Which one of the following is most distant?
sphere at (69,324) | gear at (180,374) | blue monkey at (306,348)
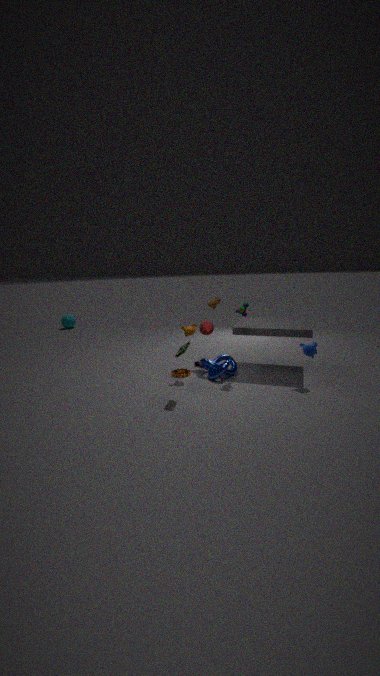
sphere at (69,324)
